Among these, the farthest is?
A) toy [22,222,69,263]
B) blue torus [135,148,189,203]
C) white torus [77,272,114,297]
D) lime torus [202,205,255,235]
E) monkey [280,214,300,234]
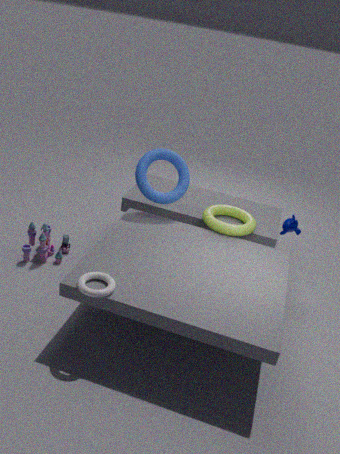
monkey [280,214,300,234]
